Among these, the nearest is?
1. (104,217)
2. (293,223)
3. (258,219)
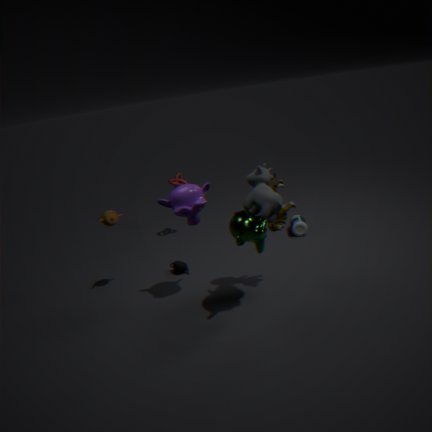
(258,219)
